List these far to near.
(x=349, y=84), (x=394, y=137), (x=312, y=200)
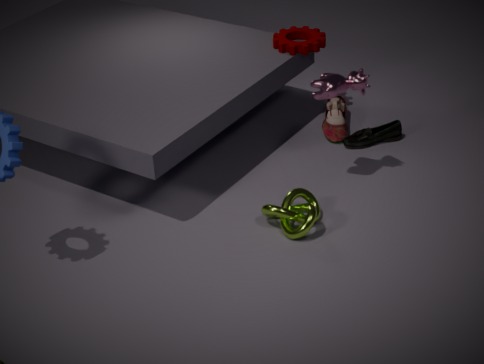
(x=394, y=137) → (x=349, y=84) → (x=312, y=200)
